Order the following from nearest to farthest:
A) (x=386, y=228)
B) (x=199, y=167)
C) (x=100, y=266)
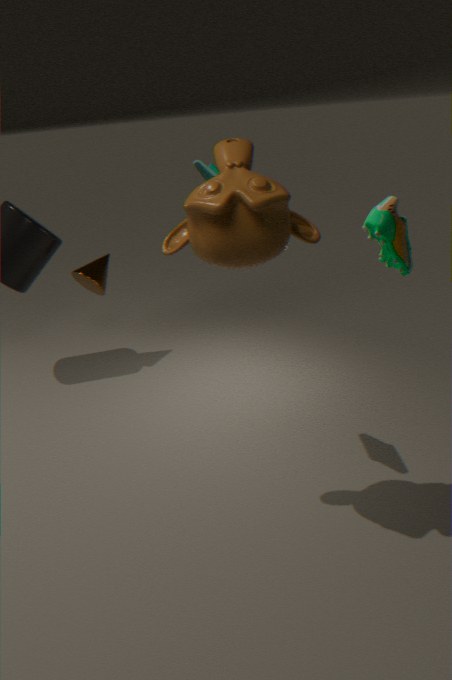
(x=386, y=228), (x=199, y=167), (x=100, y=266)
